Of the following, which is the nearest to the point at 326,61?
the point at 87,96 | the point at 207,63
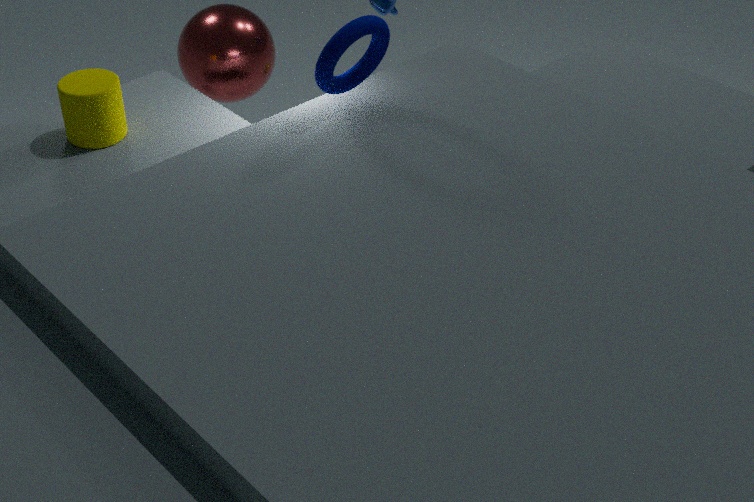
the point at 87,96
